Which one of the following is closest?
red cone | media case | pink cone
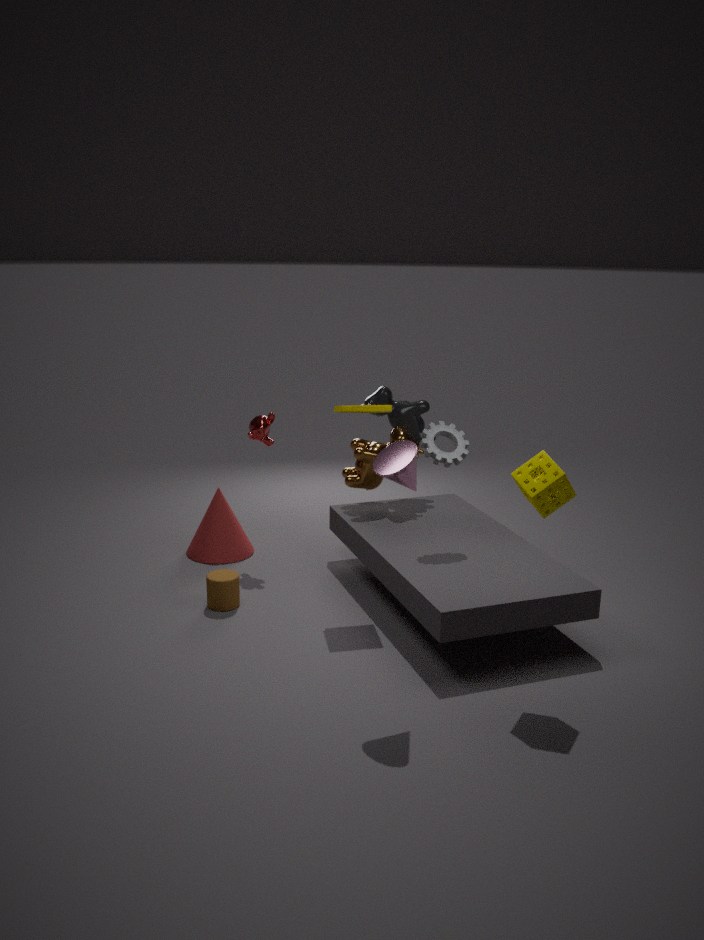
pink cone
